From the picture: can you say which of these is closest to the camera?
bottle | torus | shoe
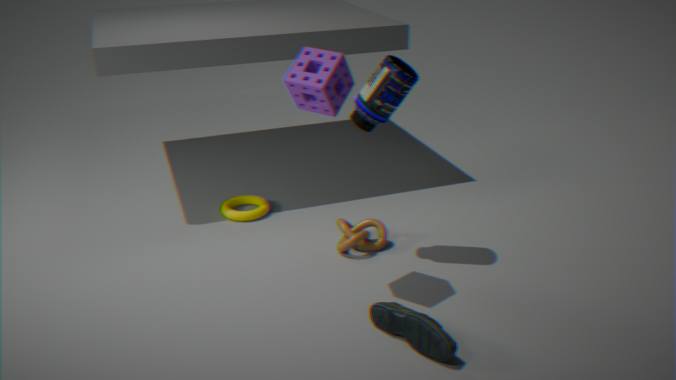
shoe
